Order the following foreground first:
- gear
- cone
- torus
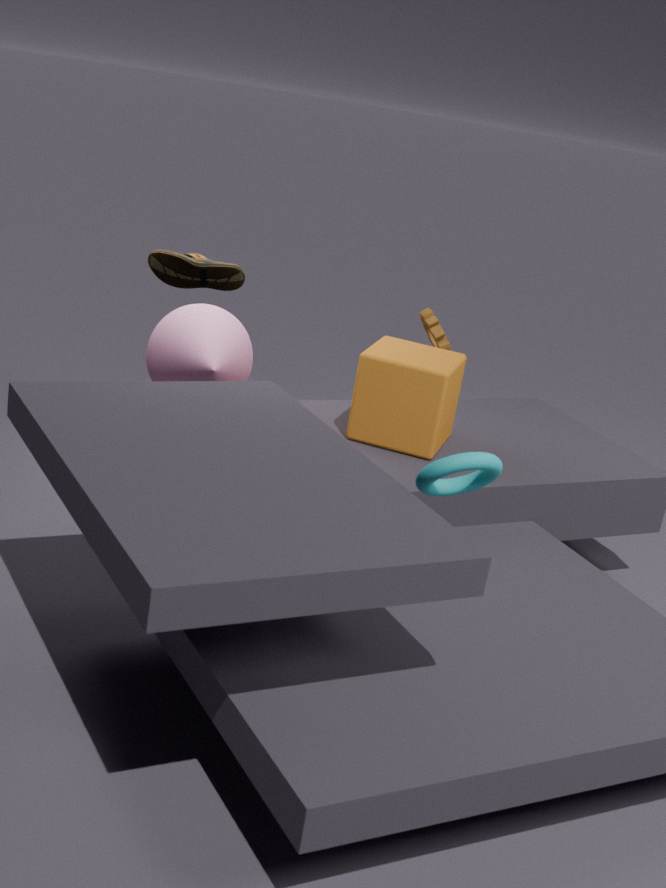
torus < cone < gear
